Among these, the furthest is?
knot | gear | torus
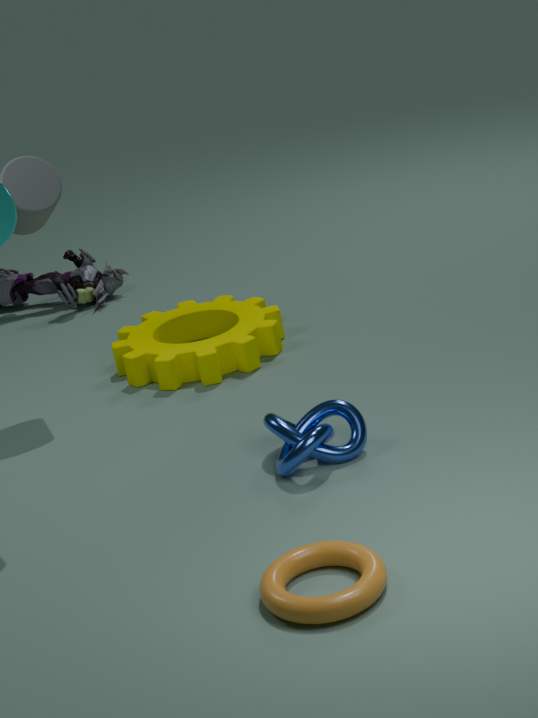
gear
